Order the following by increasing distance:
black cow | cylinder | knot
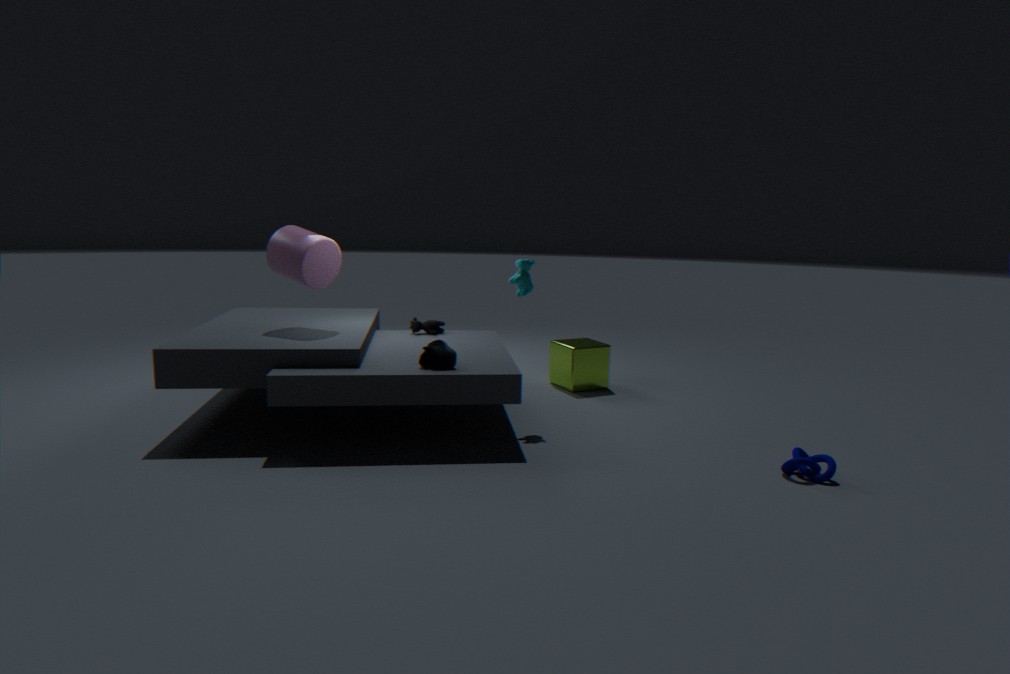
knot, cylinder, black cow
